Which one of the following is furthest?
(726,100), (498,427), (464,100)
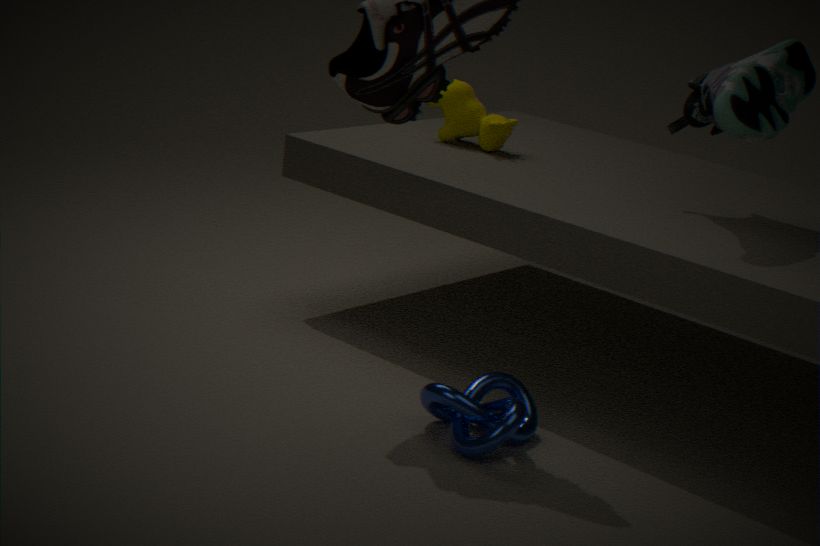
(464,100)
